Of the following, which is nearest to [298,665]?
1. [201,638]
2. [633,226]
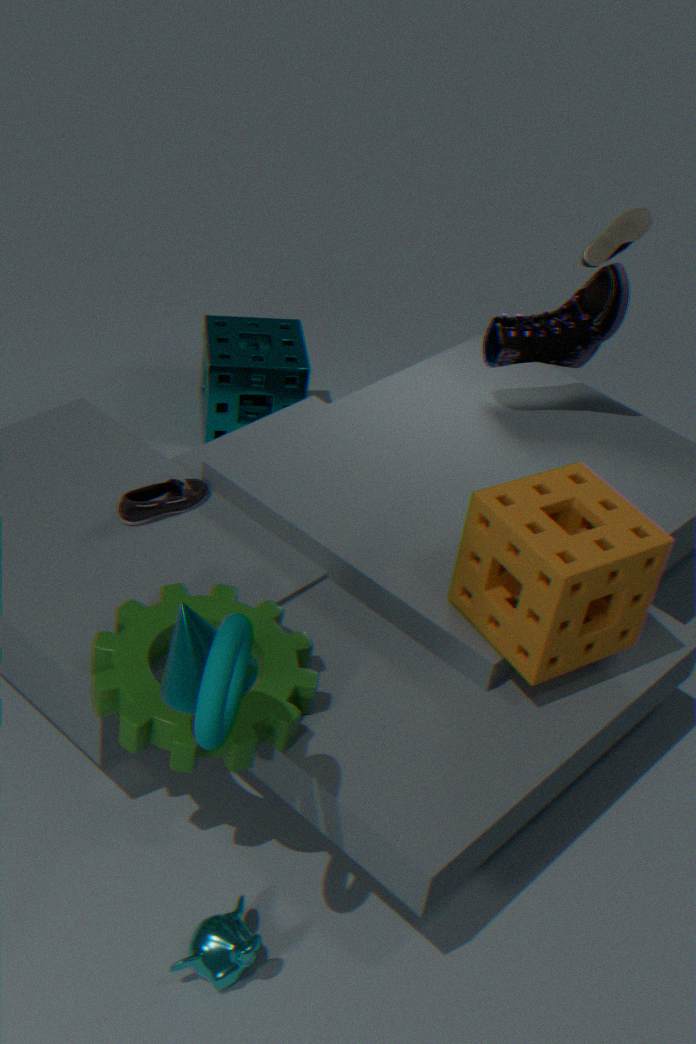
[201,638]
